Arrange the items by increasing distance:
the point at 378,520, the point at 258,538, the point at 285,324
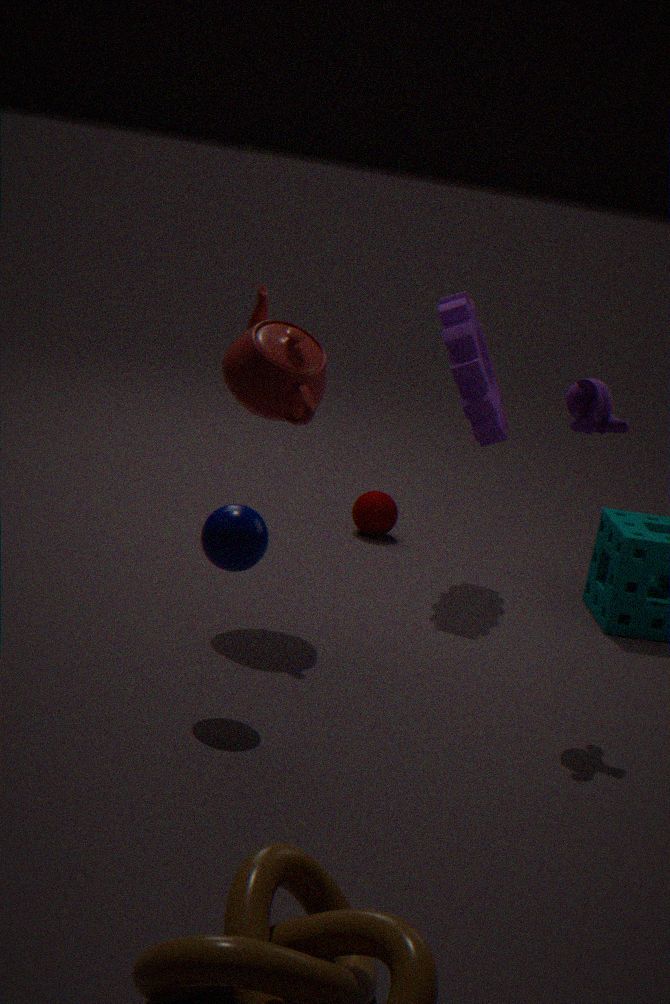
1. the point at 258,538
2. the point at 285,324
3. the point at 378,520
